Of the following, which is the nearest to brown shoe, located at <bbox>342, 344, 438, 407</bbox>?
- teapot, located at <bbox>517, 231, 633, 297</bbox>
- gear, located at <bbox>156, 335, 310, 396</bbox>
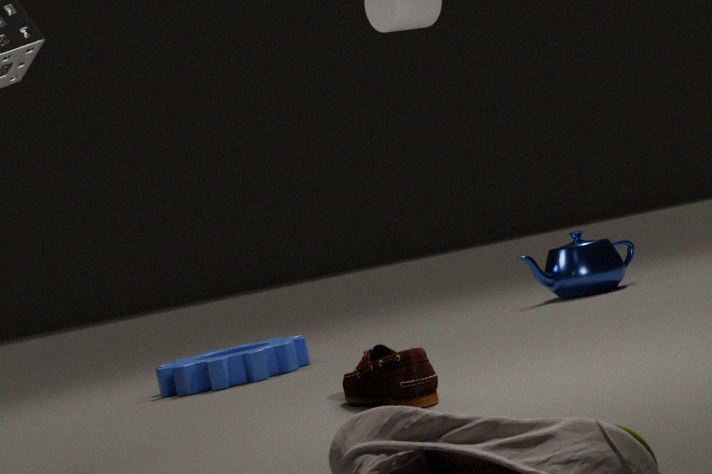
gear, located at <bbox>156, 335, 310, 396</bbox>
